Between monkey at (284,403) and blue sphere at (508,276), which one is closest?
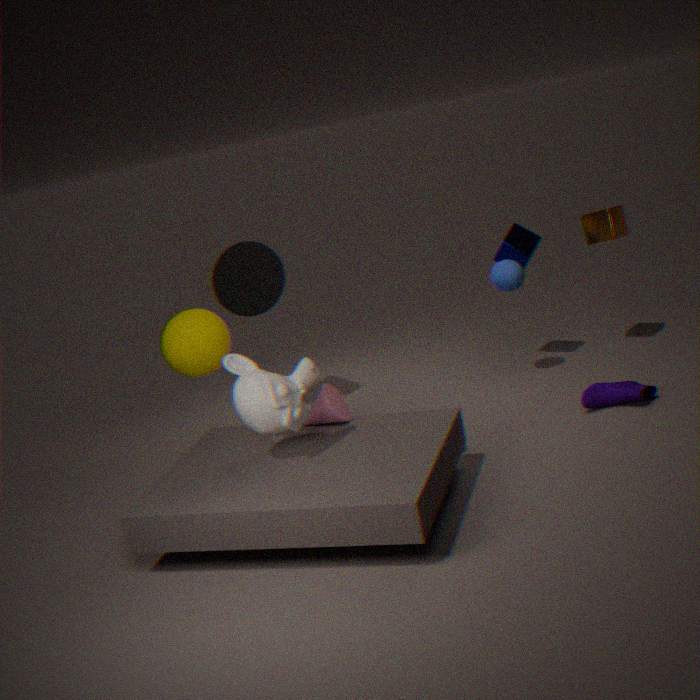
monkey at (284,403)
